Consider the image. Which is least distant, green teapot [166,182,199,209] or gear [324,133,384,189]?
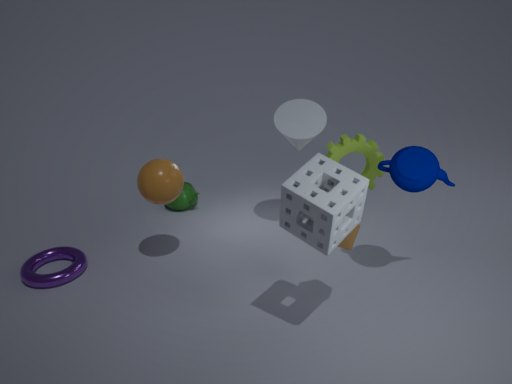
gear [324,133,384,189]
